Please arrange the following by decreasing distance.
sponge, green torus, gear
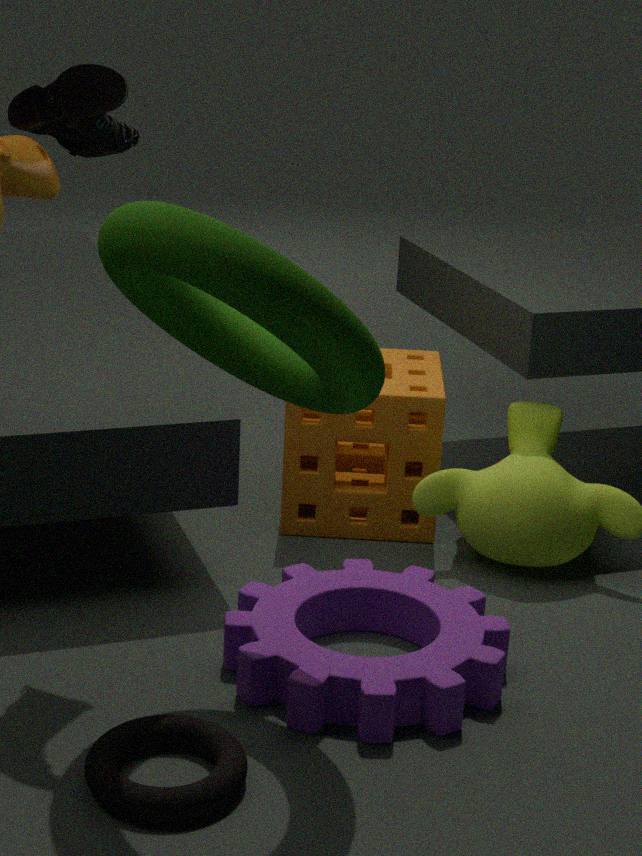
sponge
gear
green torus
